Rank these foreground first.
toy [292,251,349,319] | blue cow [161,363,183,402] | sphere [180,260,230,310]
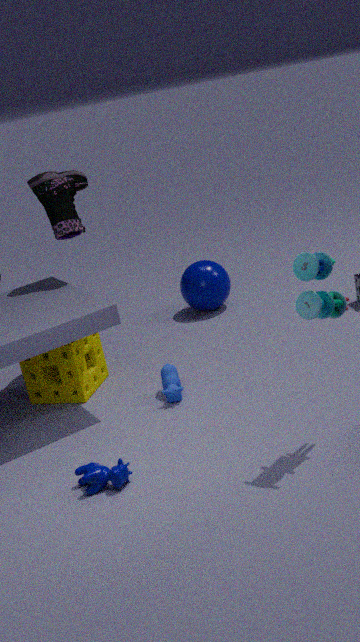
toy [292,251,349,319] → blue cow [161,363,183,402] → sphere [180,260,230,310]
